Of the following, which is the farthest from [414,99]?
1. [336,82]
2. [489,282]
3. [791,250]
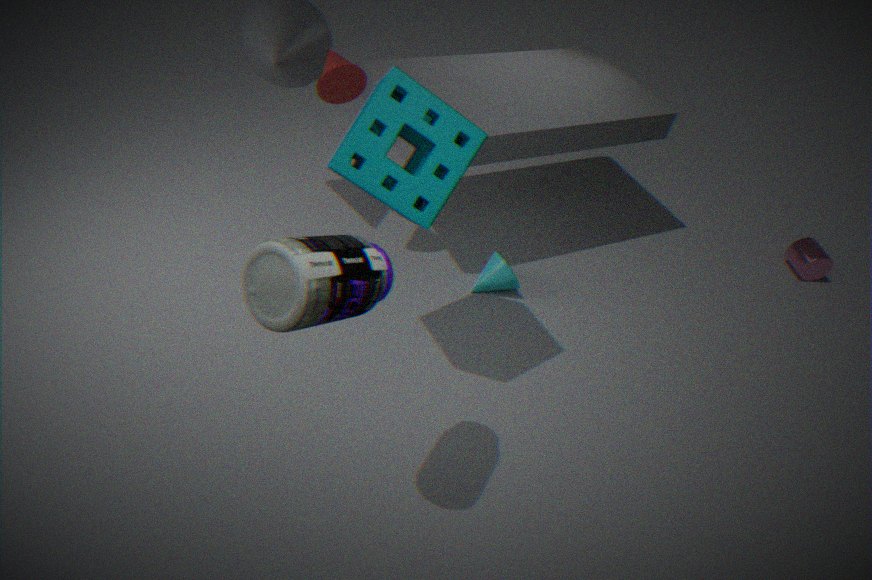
[791,250]
